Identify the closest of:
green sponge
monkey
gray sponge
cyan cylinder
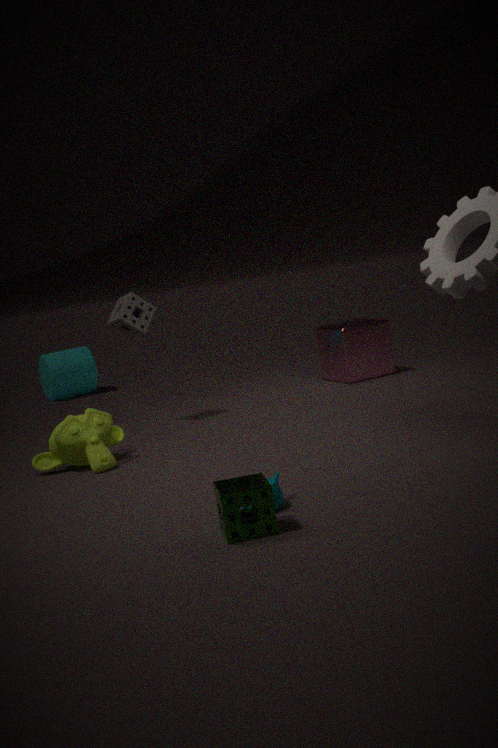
green sponge
